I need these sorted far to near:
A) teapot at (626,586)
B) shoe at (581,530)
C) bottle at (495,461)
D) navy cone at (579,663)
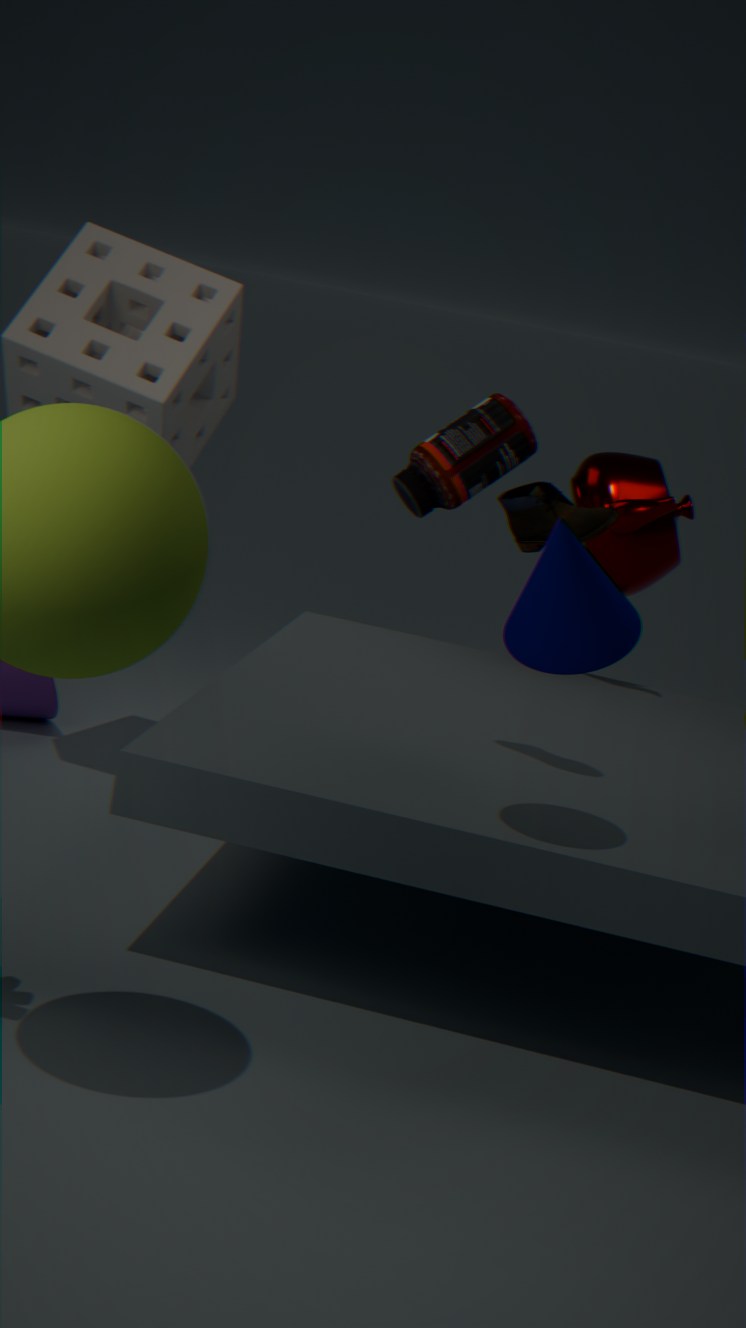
bottle at (495,461) < teapot at (626,586) < shoe at (581,530) < navy cone at (579,663)
